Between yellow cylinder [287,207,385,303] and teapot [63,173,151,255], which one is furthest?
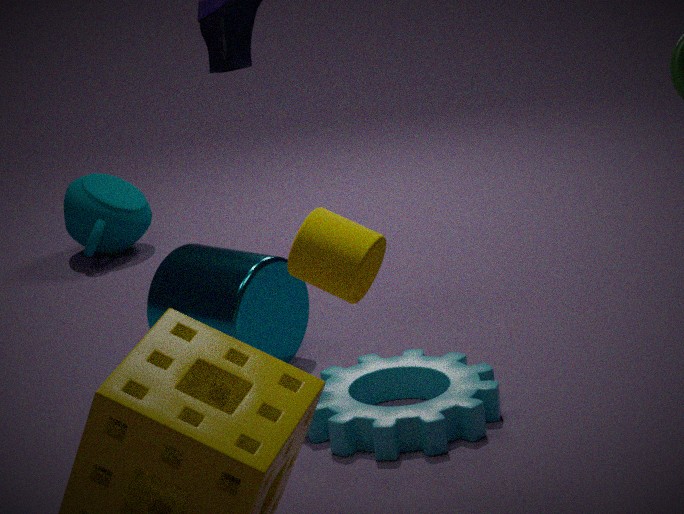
teapot [63,173,151,255]
